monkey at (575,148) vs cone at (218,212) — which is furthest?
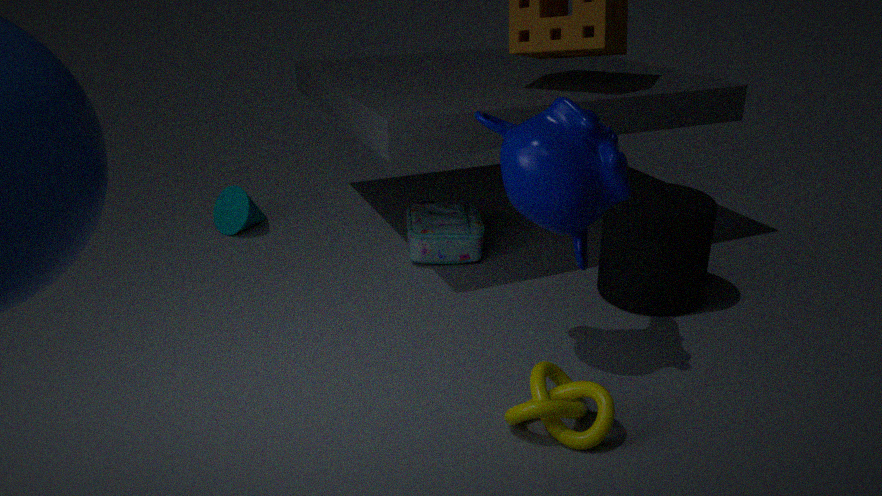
cone at (218,212)
